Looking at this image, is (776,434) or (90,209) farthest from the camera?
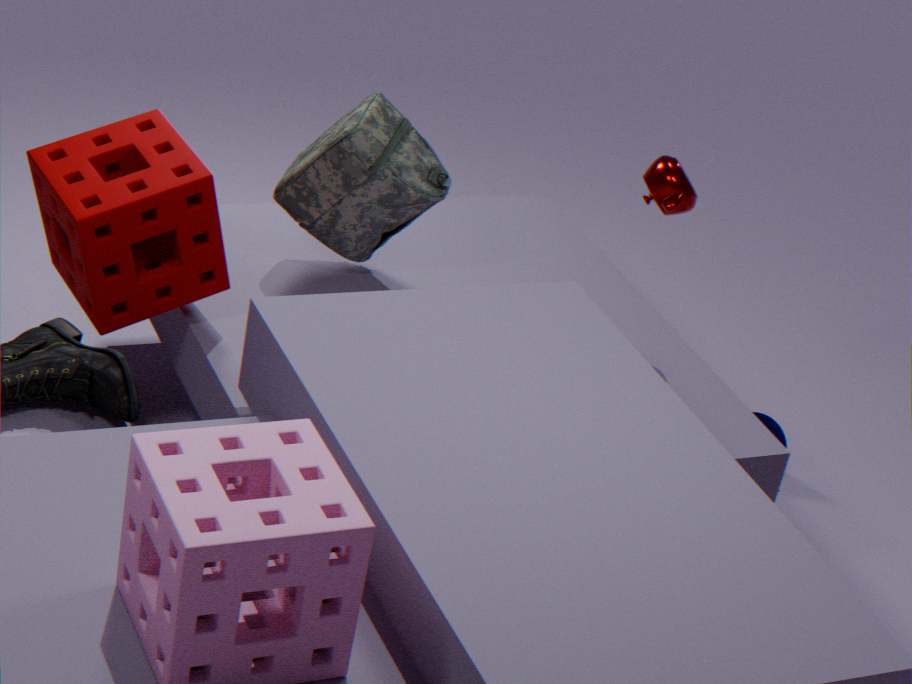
(776,434)
